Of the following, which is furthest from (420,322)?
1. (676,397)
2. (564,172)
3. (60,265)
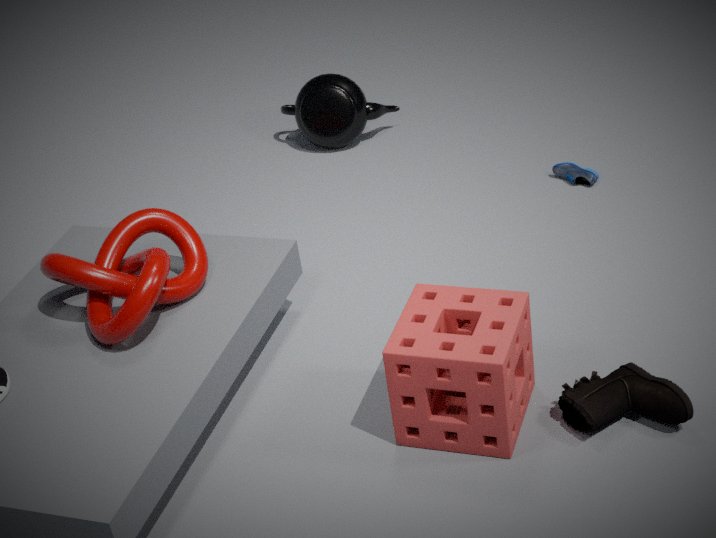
(564,172)
